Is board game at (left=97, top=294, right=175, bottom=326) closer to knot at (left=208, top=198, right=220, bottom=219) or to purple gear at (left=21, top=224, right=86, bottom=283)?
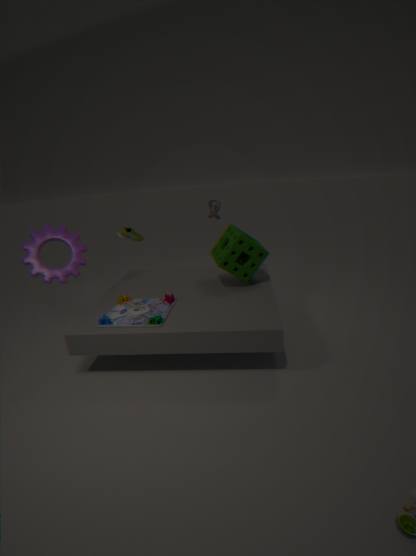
purple gear at (left=21, top=224, right=86, bottom=283)
